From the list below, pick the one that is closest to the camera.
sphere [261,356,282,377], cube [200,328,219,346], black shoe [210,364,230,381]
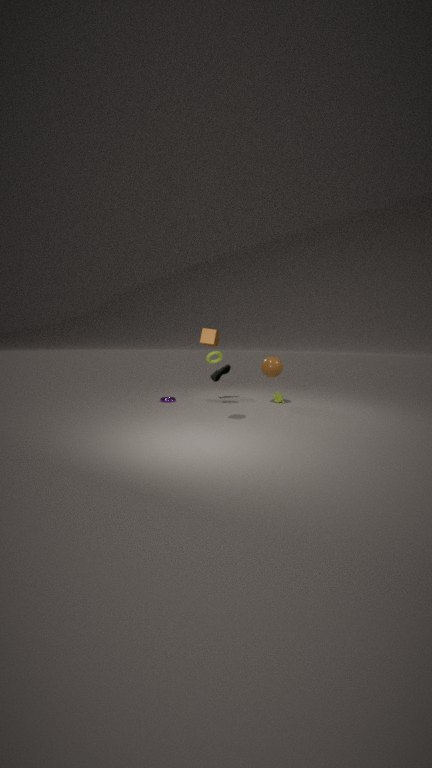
cube [200,328,219,346]
